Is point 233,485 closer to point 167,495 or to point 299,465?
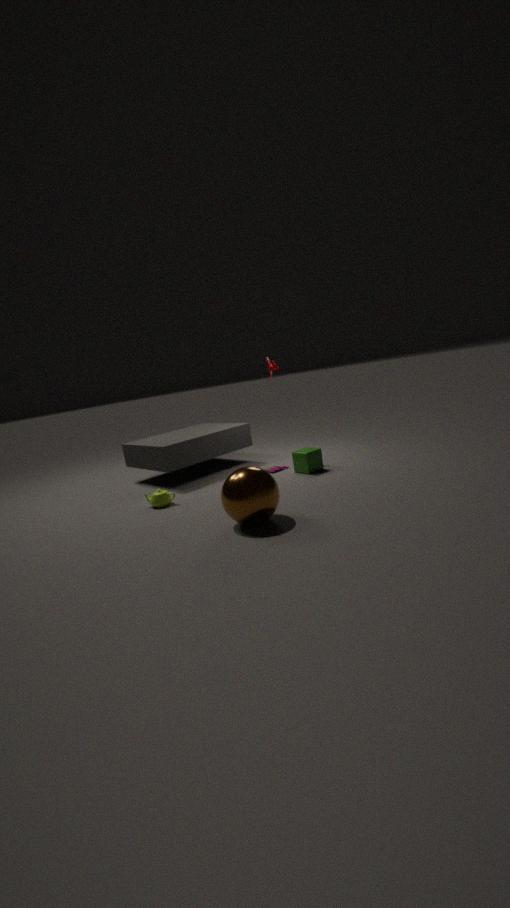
point 167,495
